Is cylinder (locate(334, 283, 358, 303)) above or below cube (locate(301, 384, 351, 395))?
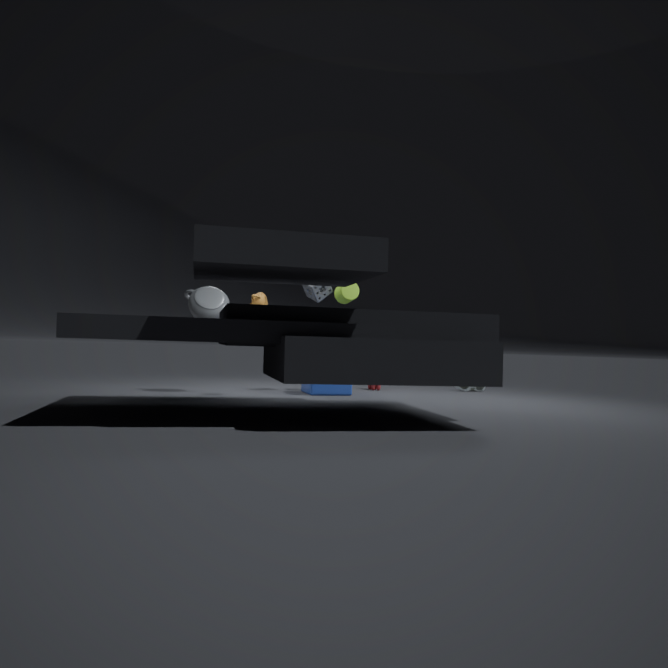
above
